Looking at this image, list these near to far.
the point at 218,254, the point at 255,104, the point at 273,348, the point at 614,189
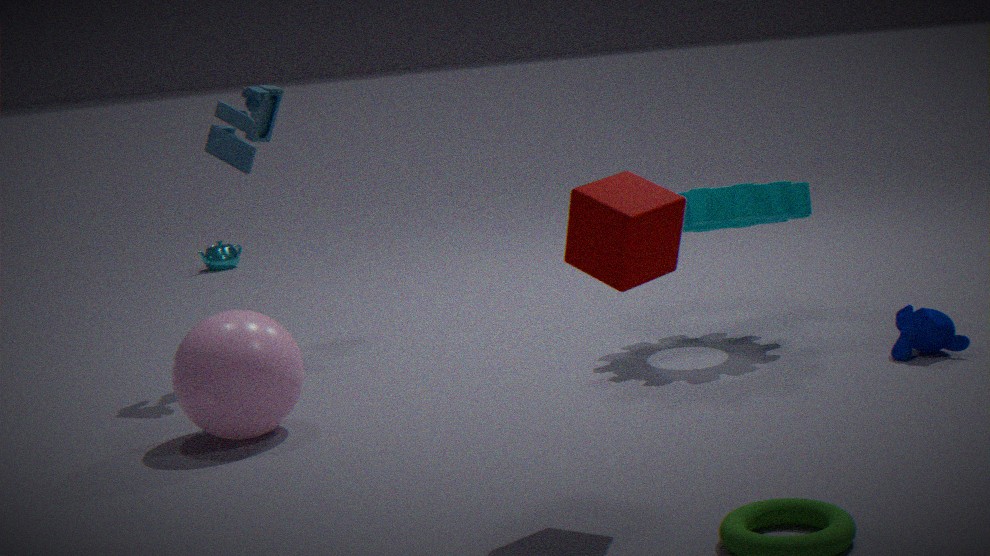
the point at 614,189, the point at 273,348, the point at 255,104, the point at 218,254
